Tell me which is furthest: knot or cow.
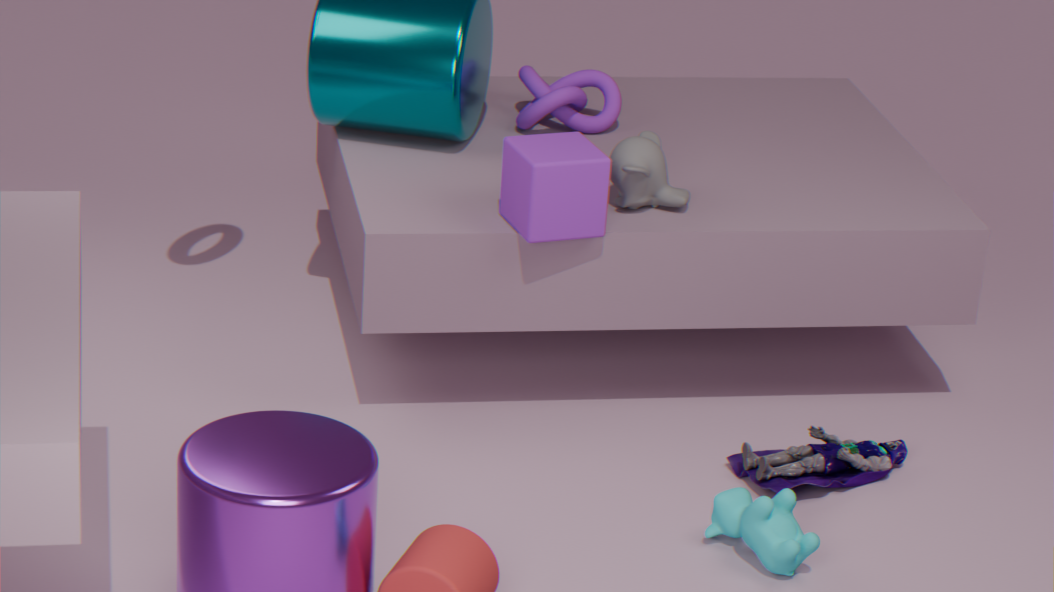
knot
